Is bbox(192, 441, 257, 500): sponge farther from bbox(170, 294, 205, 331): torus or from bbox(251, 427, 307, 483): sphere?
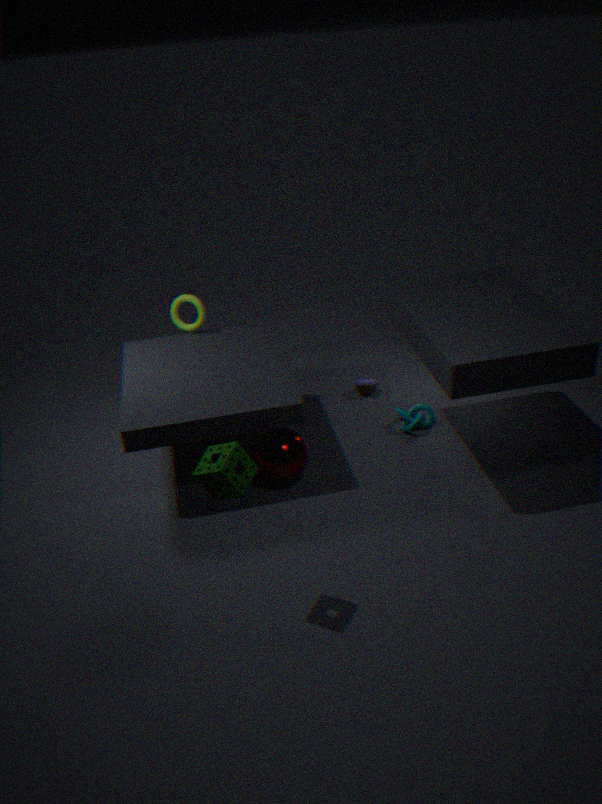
bbox(170, 294, 205, 331): torus
